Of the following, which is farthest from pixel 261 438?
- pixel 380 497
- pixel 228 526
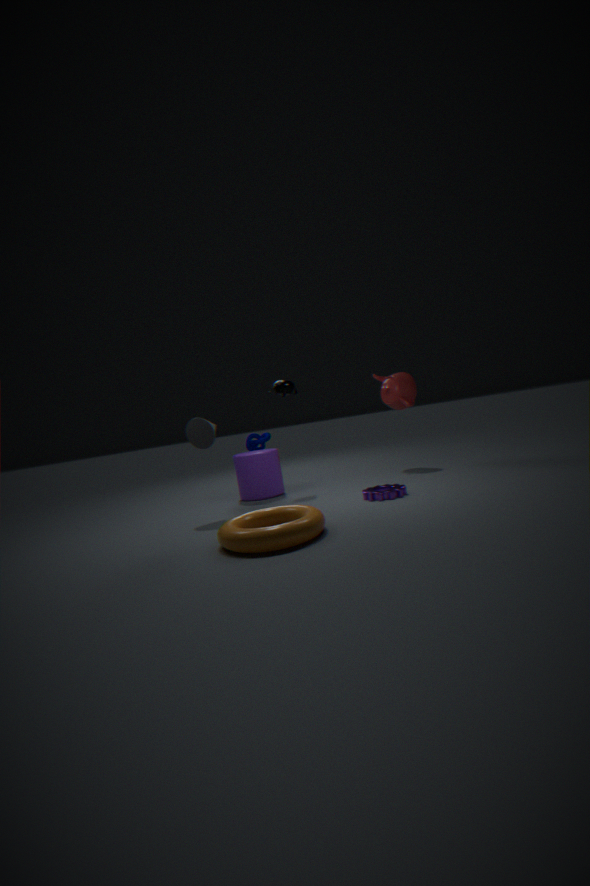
pixel 228 526
